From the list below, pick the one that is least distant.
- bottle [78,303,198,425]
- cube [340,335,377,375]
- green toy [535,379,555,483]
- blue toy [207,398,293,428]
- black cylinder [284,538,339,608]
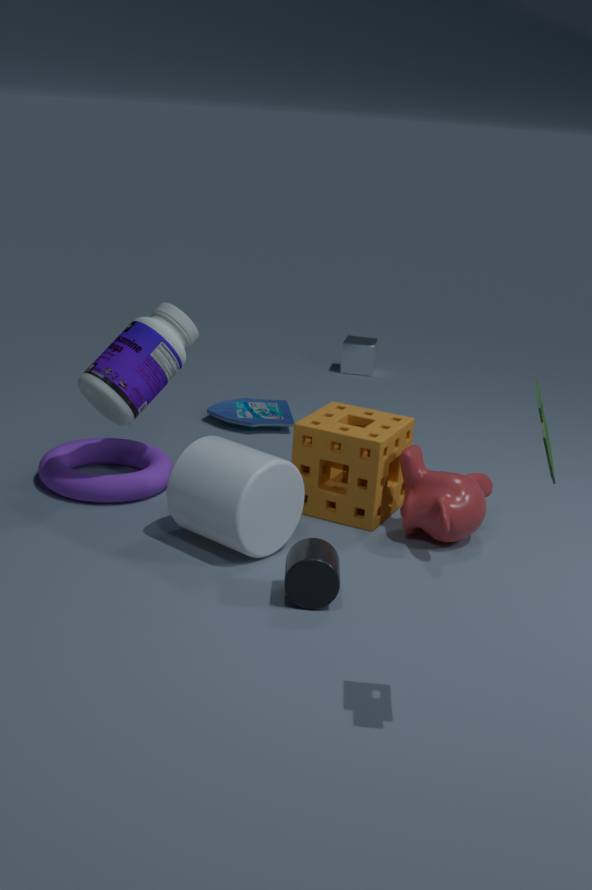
green toy [535,379,555,483]
